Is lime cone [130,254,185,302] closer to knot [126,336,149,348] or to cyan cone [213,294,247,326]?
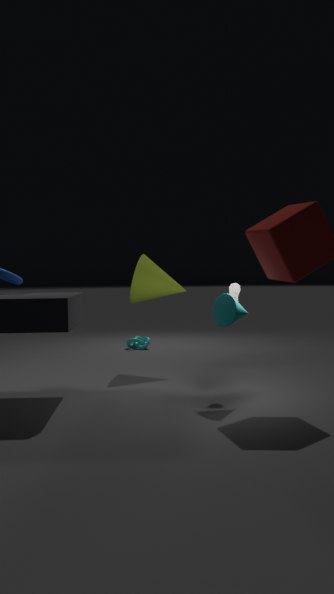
cyan cone [213,294,247,326]
